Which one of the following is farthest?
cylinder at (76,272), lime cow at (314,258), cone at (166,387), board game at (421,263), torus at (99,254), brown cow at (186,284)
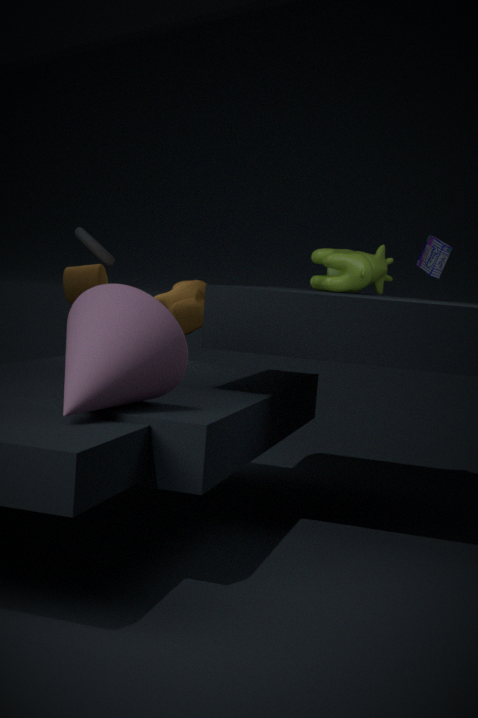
torus at (99,254)
